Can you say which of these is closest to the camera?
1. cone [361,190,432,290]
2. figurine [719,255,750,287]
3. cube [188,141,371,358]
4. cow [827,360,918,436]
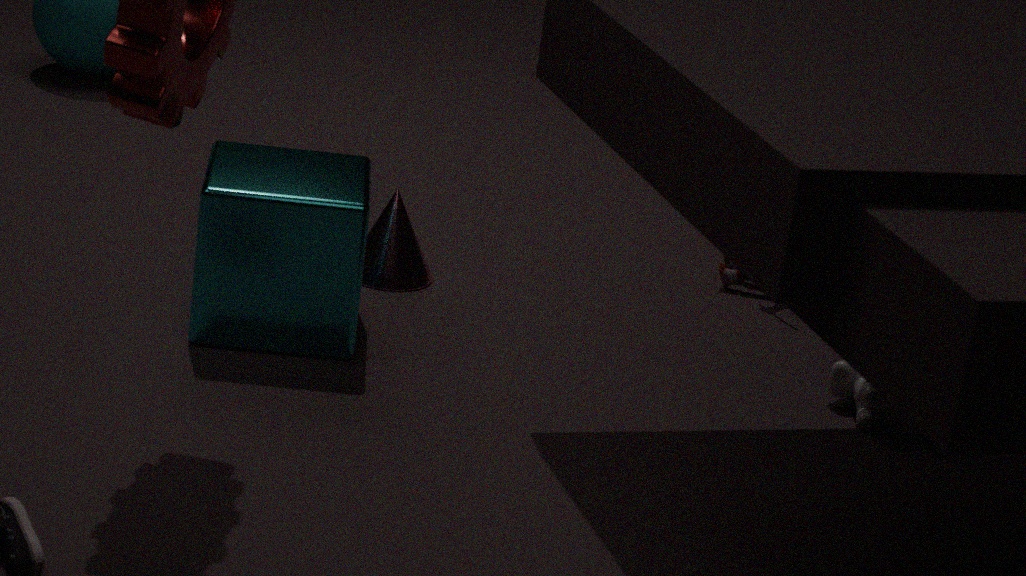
cube [188,141,371,358]
